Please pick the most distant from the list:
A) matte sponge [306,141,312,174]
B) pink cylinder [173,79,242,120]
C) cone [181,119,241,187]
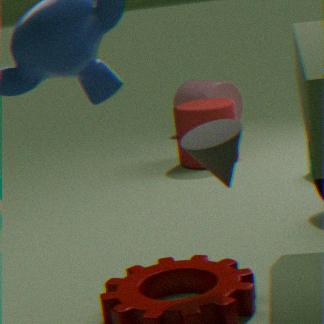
pink cylinder [173,79,242,120]
